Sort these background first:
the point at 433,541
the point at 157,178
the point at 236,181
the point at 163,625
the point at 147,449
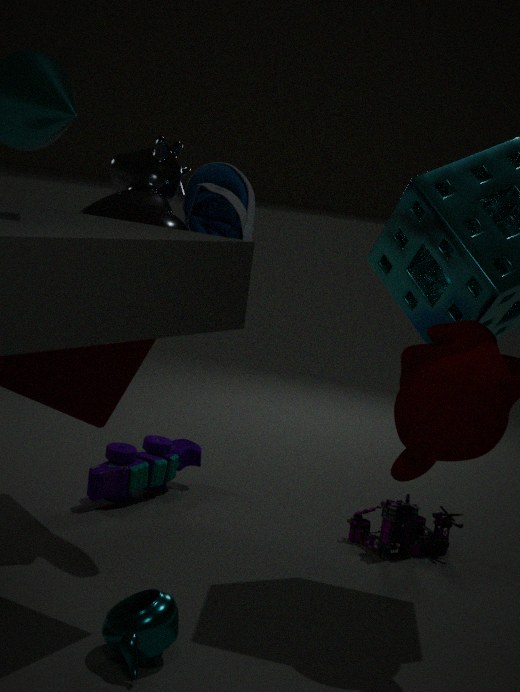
the point at 147,449 → the point at 433,541 → the point at 236,181 → the point at 157,178 → the point at 163,625
